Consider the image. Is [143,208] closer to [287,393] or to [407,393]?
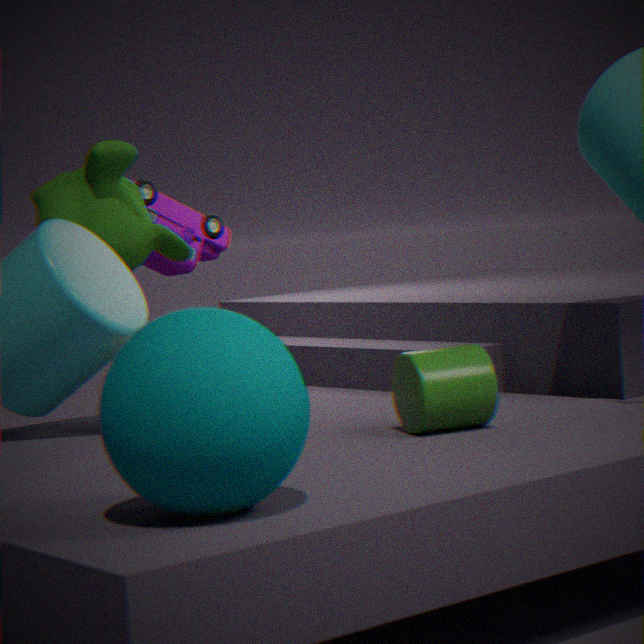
[407,393]
